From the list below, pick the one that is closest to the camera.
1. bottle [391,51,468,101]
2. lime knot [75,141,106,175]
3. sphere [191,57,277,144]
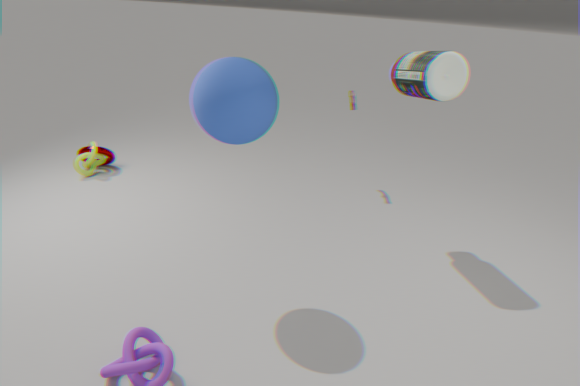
sphere [191,57,277,144]
